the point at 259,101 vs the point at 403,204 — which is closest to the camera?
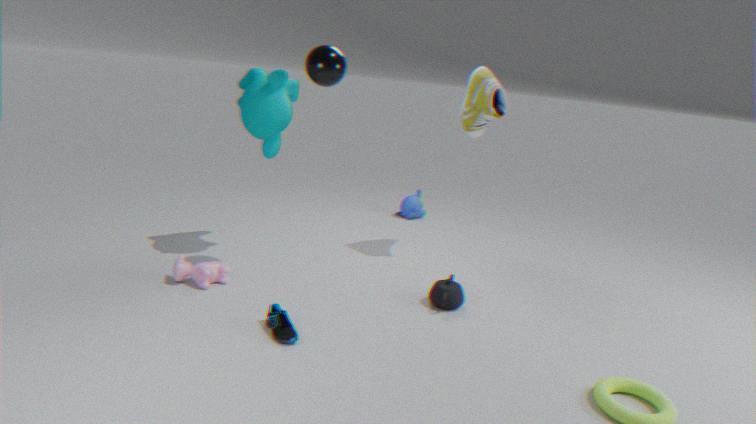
the point at 259,101
